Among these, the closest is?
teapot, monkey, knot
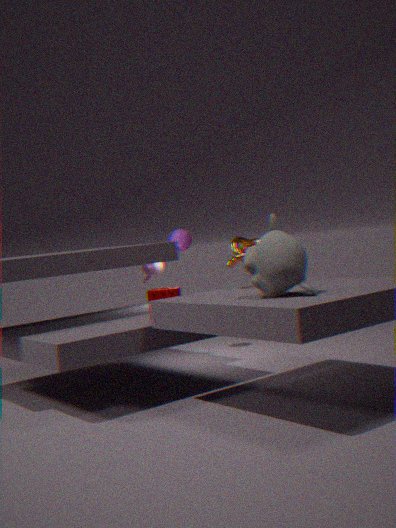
monkey
